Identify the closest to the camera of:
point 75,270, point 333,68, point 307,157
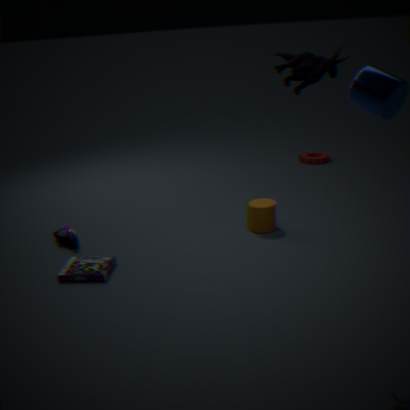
point 333,68
